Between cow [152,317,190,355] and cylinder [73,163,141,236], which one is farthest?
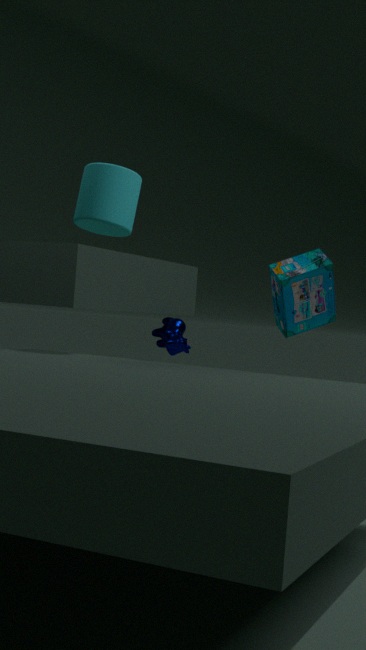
cow [152,317,190,355]
